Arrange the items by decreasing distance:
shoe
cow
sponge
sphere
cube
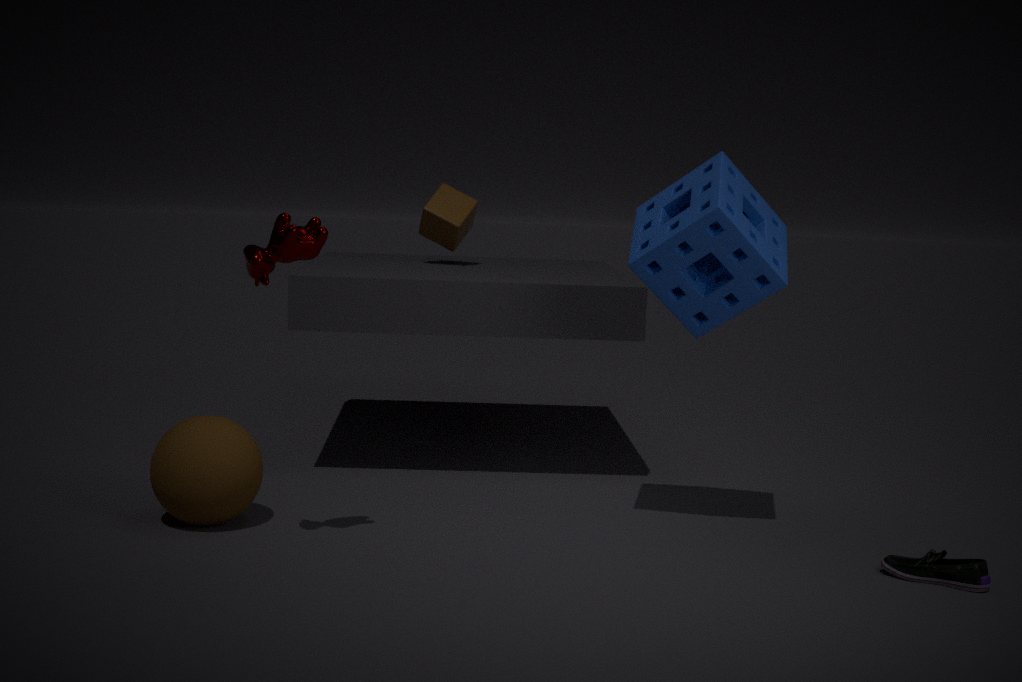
1. cube
2. sphere
3. sponge
4. shoe
5. cow
